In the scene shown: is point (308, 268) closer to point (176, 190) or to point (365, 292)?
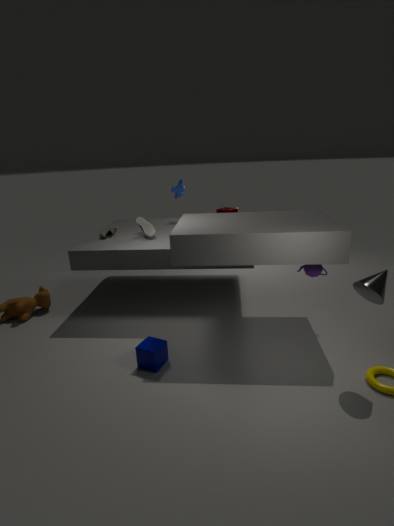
point (365, 292)
